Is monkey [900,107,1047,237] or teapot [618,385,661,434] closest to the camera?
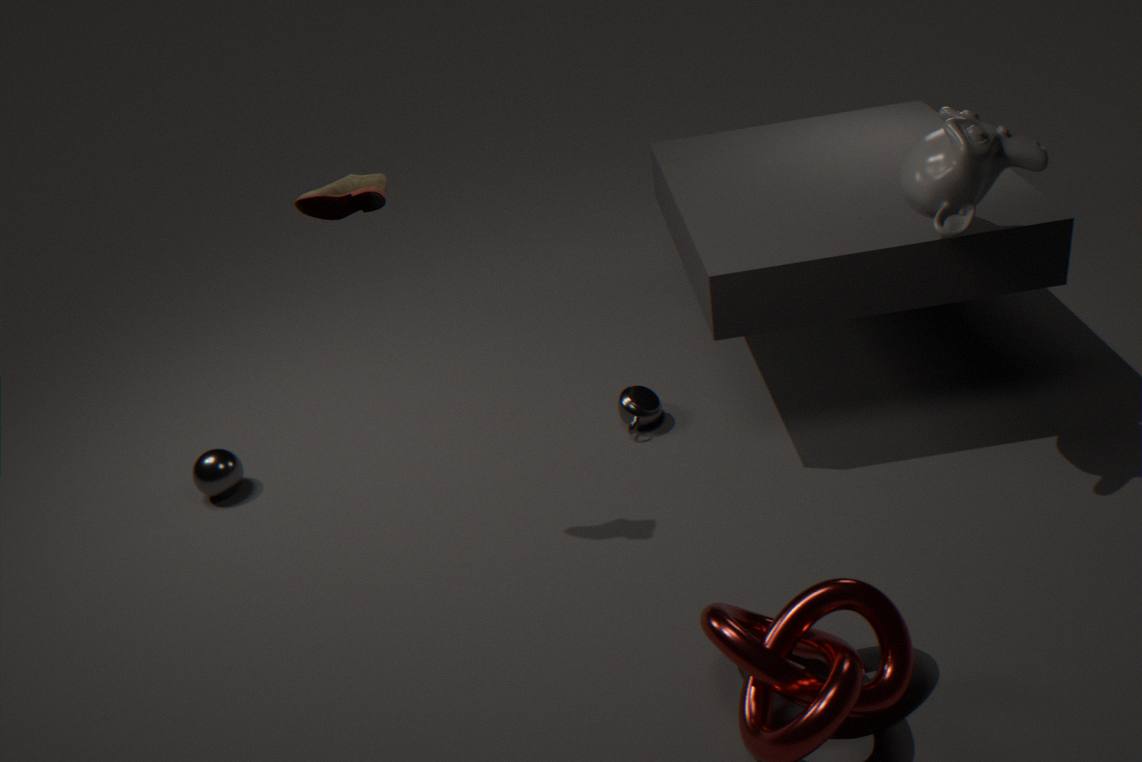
monkey [900,107,1047,237]
